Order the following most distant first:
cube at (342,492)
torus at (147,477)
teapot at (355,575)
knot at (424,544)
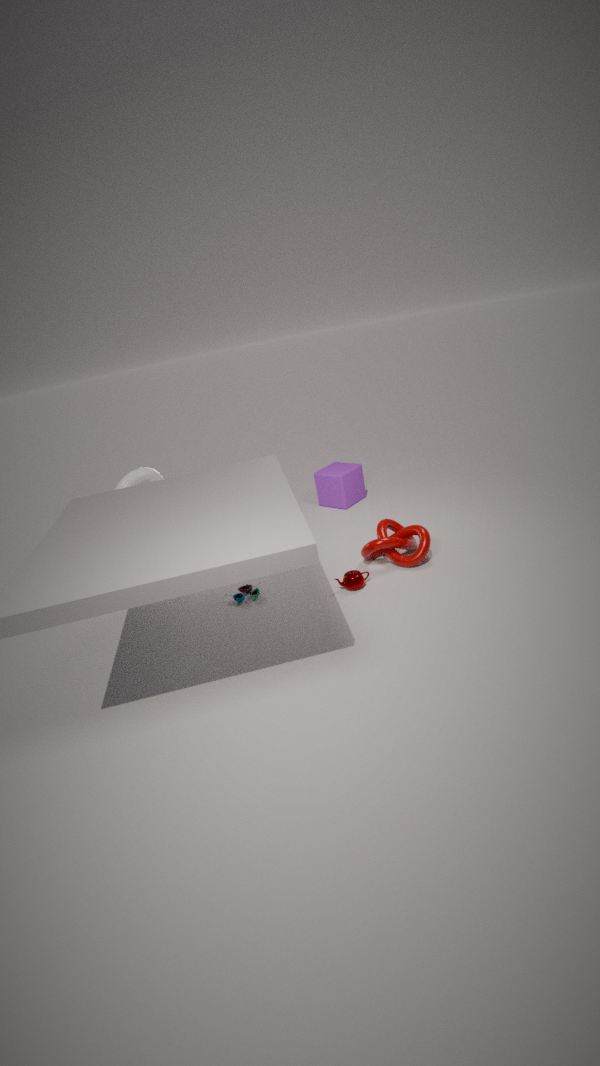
cube at (342,492) < torus at (147,477) < knot at (424,544) < teapot at (355,575)
